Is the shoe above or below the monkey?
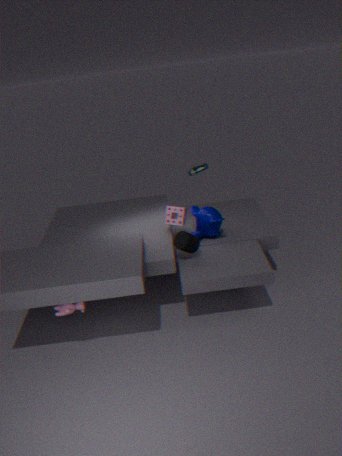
above
